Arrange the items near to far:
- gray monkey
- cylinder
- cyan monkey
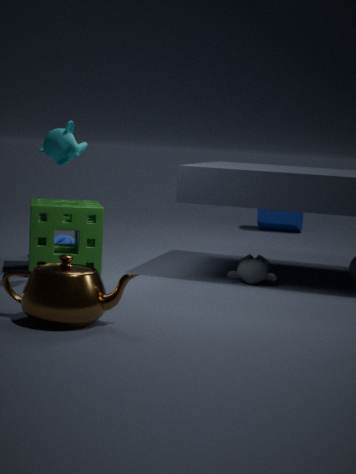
cyan monkey → gray monkey → cylinder
